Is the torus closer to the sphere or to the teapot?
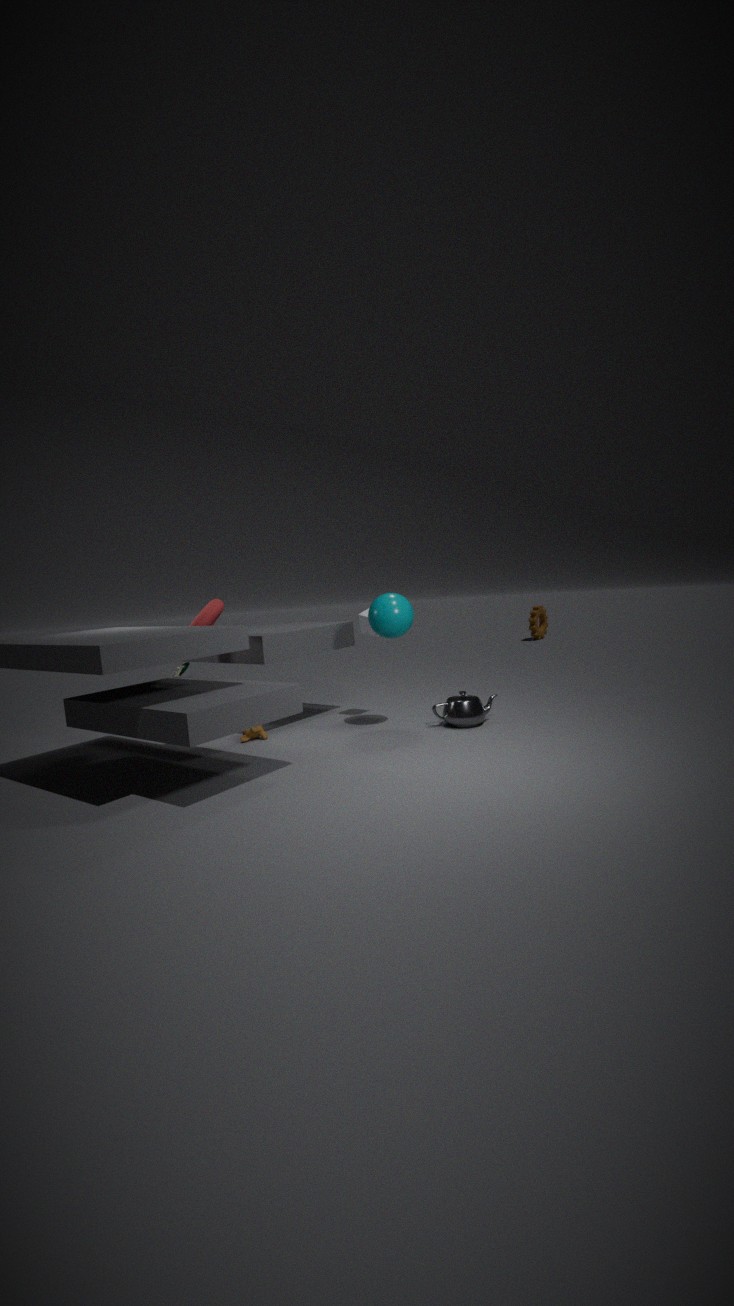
the sphere
